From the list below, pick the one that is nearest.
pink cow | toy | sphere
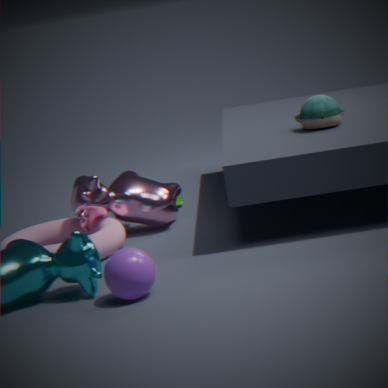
sphere
